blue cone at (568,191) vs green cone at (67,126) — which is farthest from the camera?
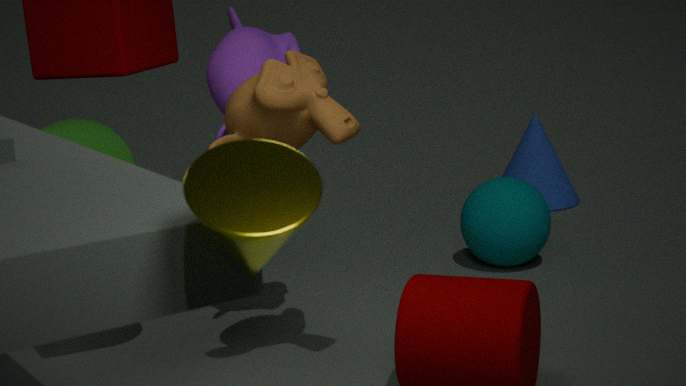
blue cone at (568,191)
